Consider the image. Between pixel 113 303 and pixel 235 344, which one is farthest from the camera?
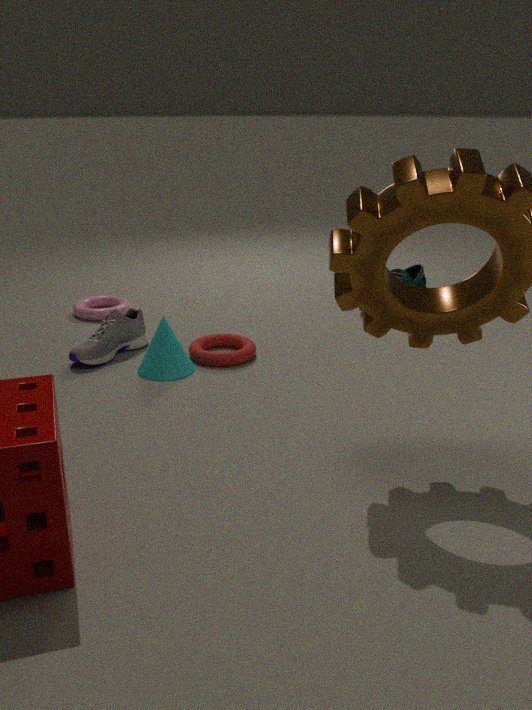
pixel 113 303
